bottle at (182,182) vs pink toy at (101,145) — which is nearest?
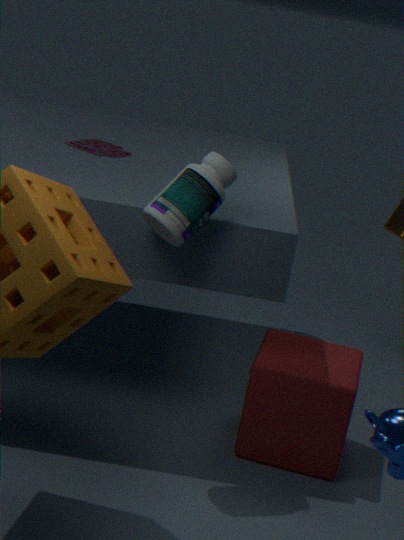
bottle at (182,182)
